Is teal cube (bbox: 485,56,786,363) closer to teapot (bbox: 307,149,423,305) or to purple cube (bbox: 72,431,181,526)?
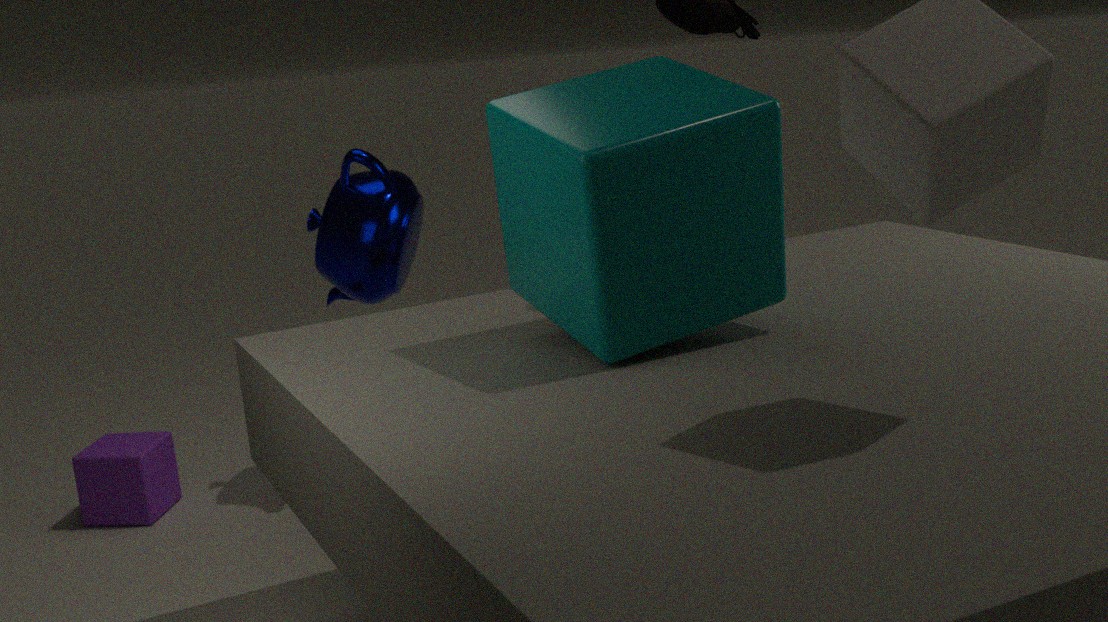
teapot (bbox: 307,149,423,305)
